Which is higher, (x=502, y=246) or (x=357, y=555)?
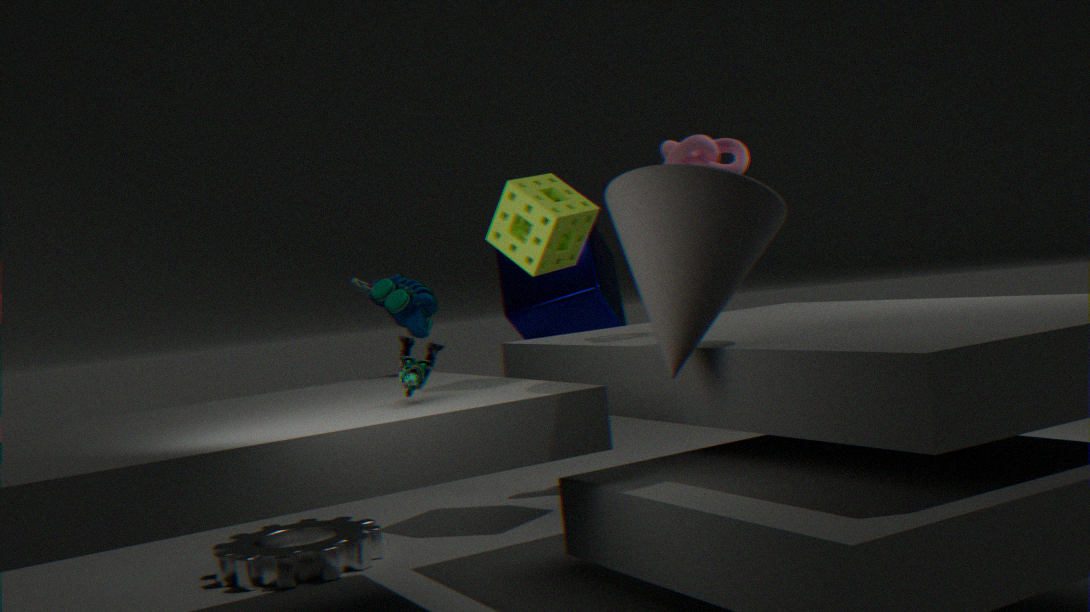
(x=502, y=246)
